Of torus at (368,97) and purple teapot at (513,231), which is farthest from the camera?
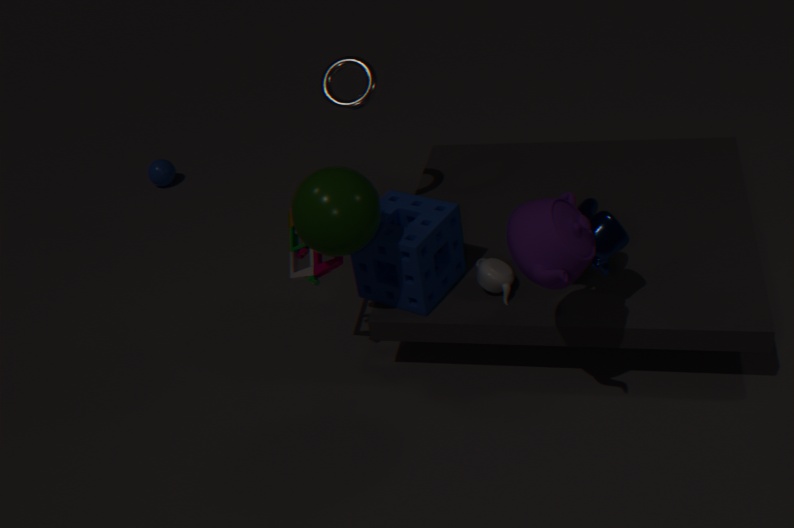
torus at (368,97)
